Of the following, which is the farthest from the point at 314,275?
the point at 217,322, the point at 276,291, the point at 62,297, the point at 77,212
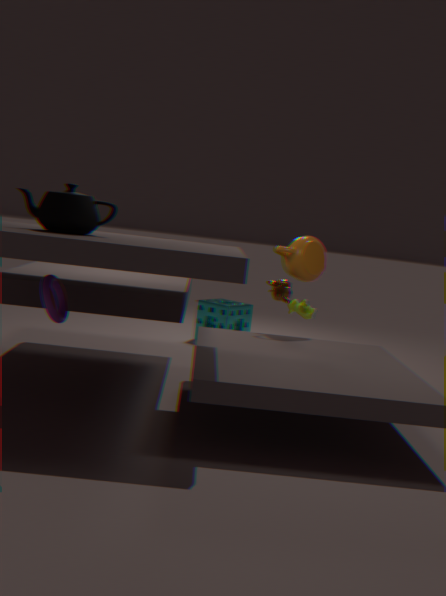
the point at 62,297
